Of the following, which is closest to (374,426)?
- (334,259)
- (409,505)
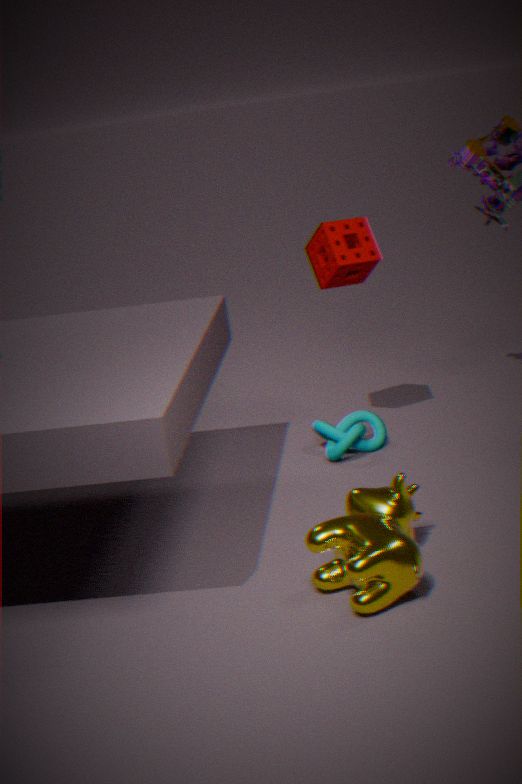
(334,259)
